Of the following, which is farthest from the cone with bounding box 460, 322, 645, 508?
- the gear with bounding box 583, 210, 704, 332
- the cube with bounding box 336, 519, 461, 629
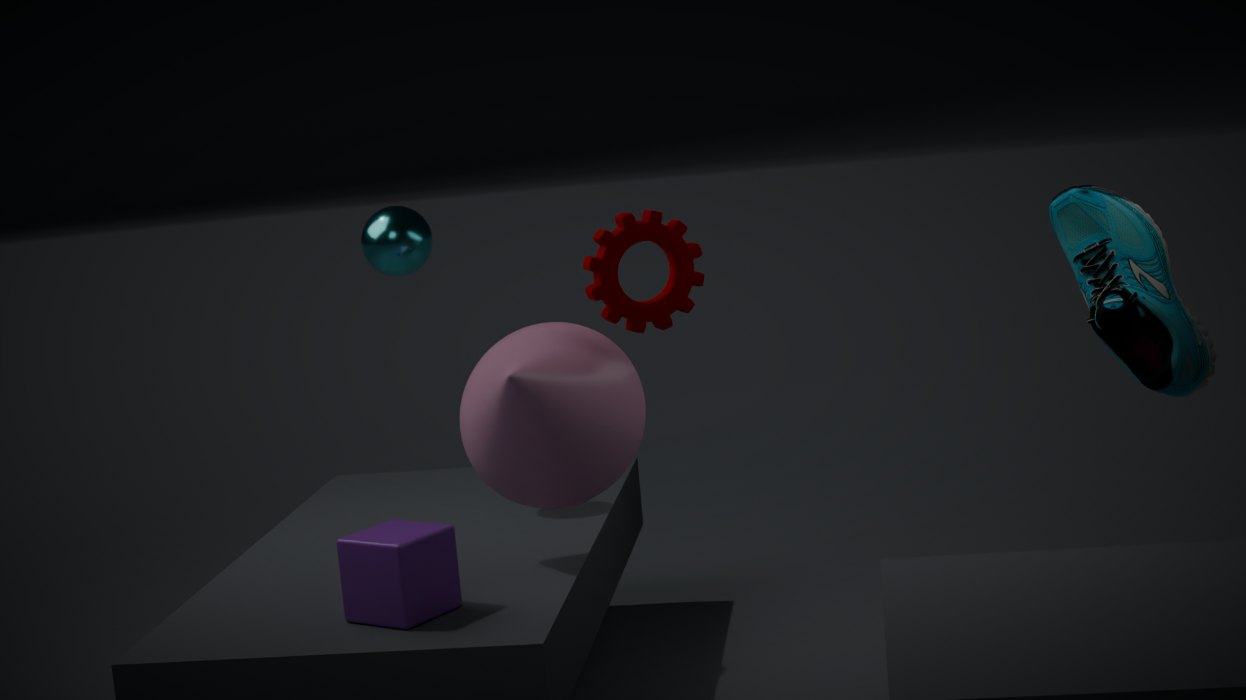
the cube with bounding box 336, 519, 461, 629
